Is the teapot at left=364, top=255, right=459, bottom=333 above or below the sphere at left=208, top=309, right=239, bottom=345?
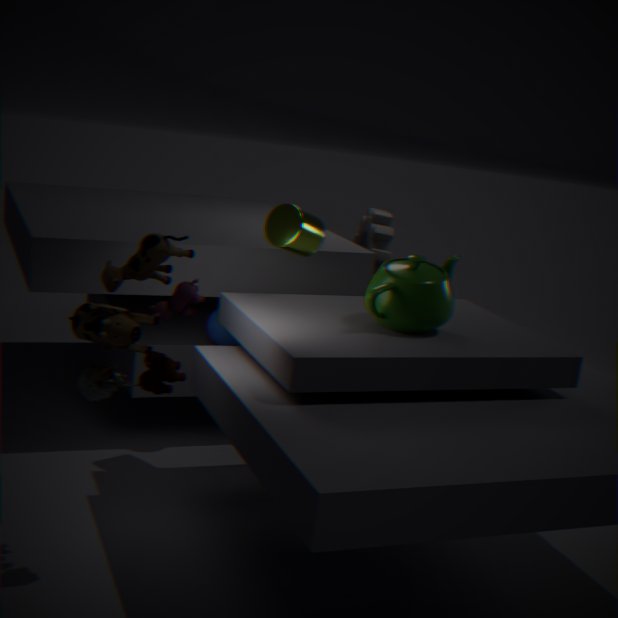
above
